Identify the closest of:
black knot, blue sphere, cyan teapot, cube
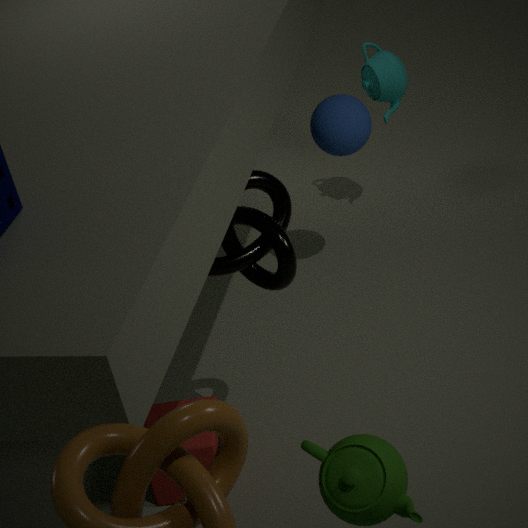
black knot
